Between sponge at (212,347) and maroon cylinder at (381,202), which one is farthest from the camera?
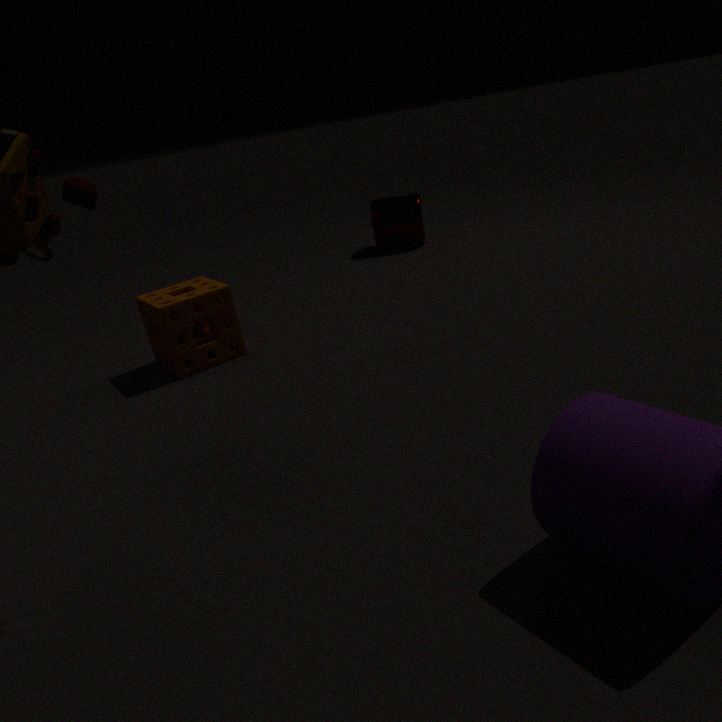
maroon cylinder at (381,202)
